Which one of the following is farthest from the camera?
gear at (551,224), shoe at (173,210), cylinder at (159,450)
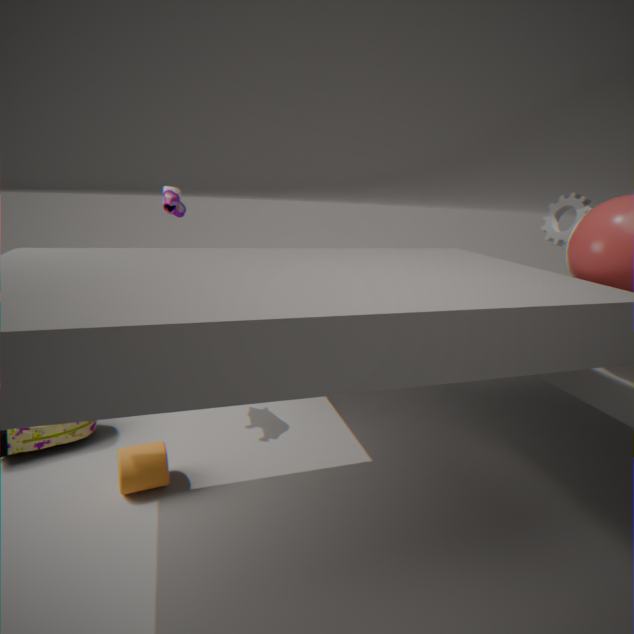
shoe at (173,210)
